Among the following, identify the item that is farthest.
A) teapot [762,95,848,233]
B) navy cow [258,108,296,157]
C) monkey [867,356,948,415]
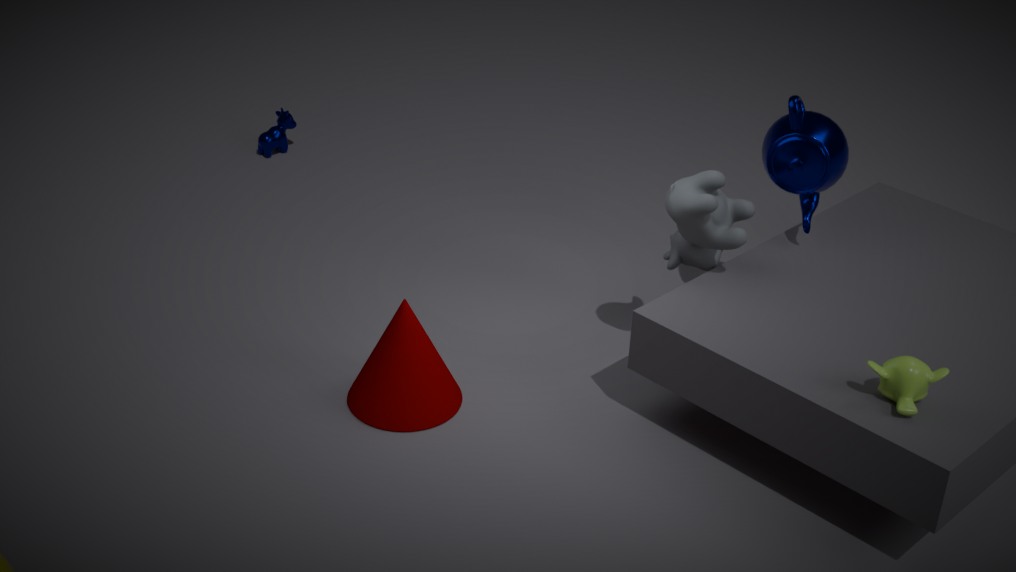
navy cow [258,108,296,157]
